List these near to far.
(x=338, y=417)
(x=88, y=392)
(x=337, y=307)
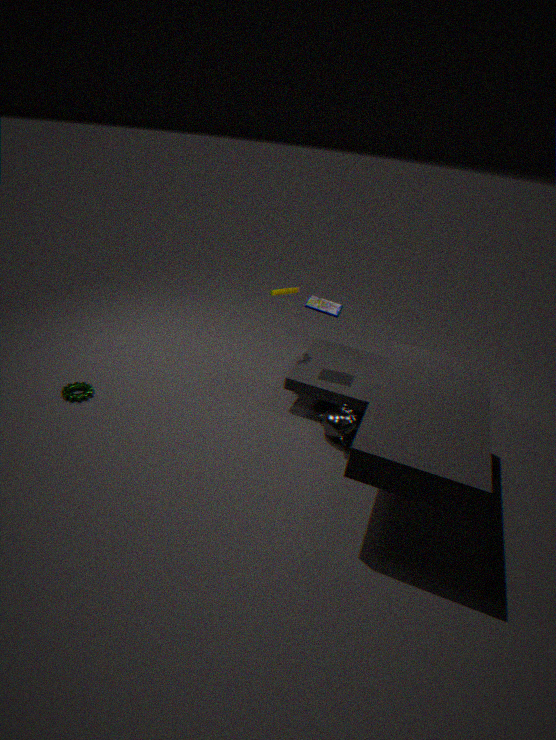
(x=338, y=417), (x=88, y=392), (x=337, y=307)
